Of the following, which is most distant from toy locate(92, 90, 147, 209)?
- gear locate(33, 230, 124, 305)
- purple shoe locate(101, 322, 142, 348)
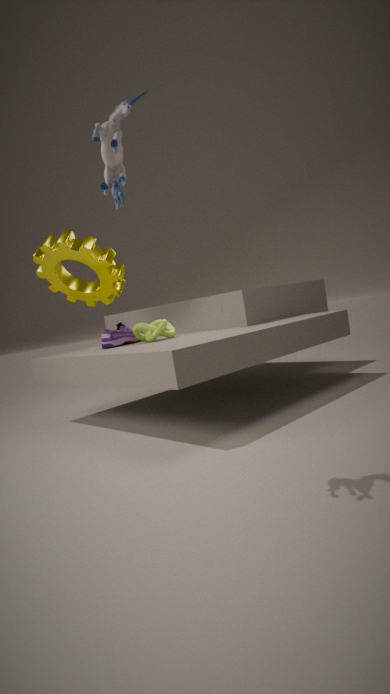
purple shoe locate(101, 322, 142, 348)
